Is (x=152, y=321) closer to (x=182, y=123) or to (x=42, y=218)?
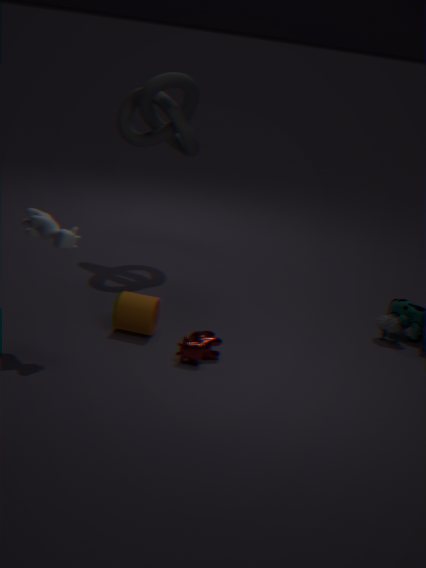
(x=42, y=218)
